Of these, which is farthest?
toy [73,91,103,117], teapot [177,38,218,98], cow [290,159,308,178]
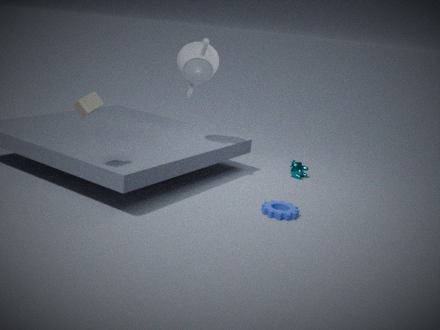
cow [290,159,308,178]
